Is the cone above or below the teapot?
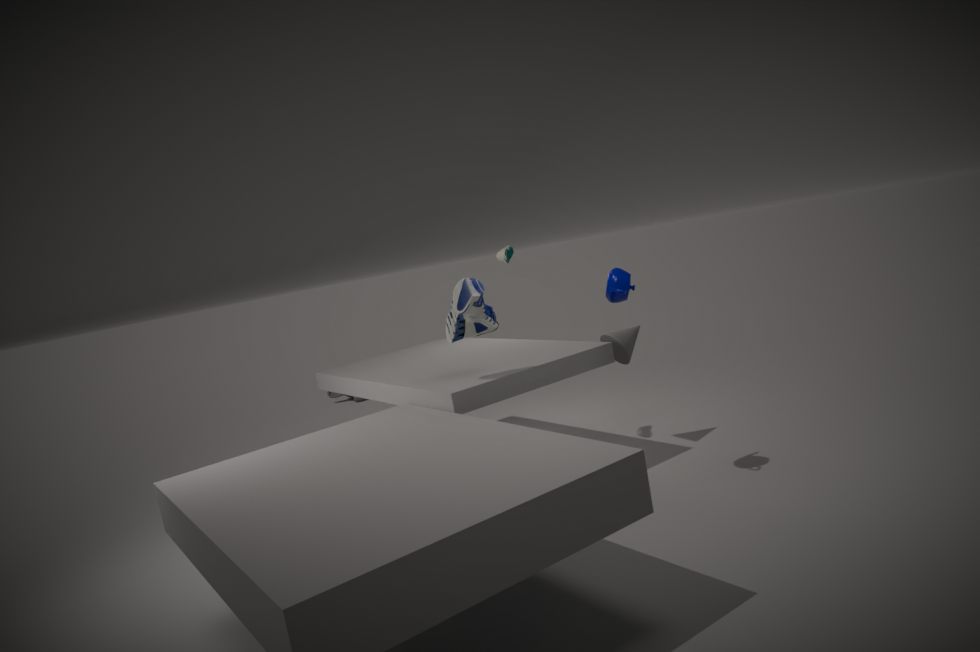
below
